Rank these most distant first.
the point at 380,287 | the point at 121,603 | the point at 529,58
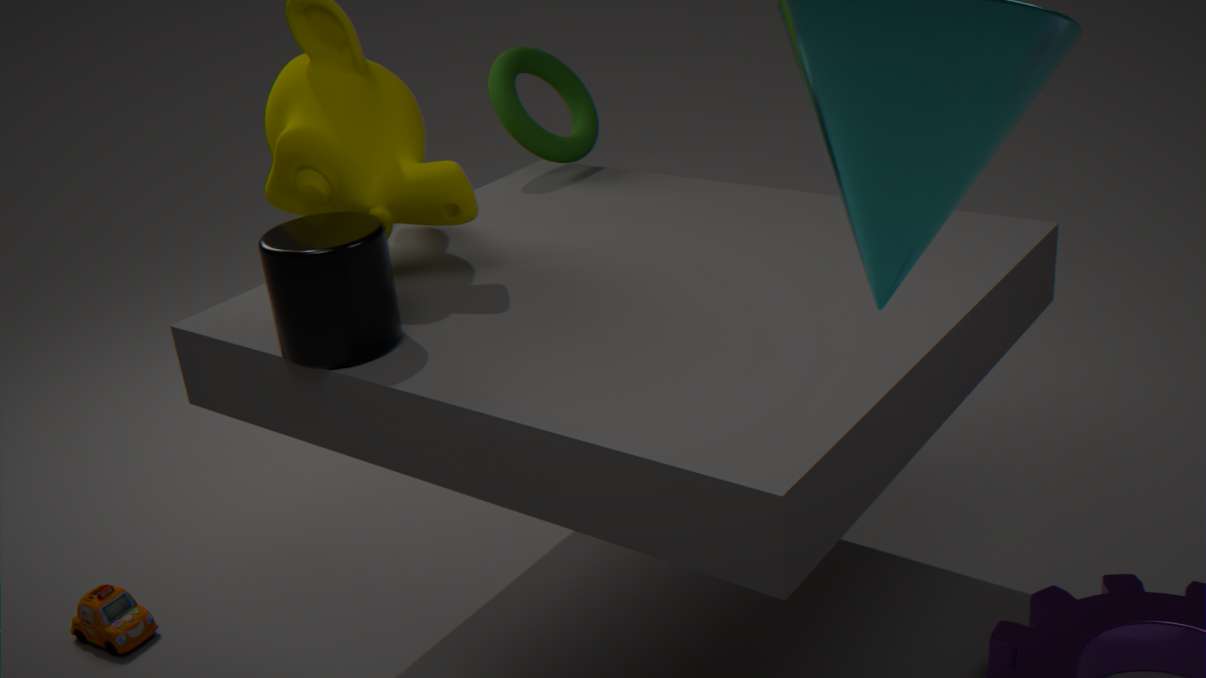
the point at 529,58, the point at 121,603, the point at 380,287
